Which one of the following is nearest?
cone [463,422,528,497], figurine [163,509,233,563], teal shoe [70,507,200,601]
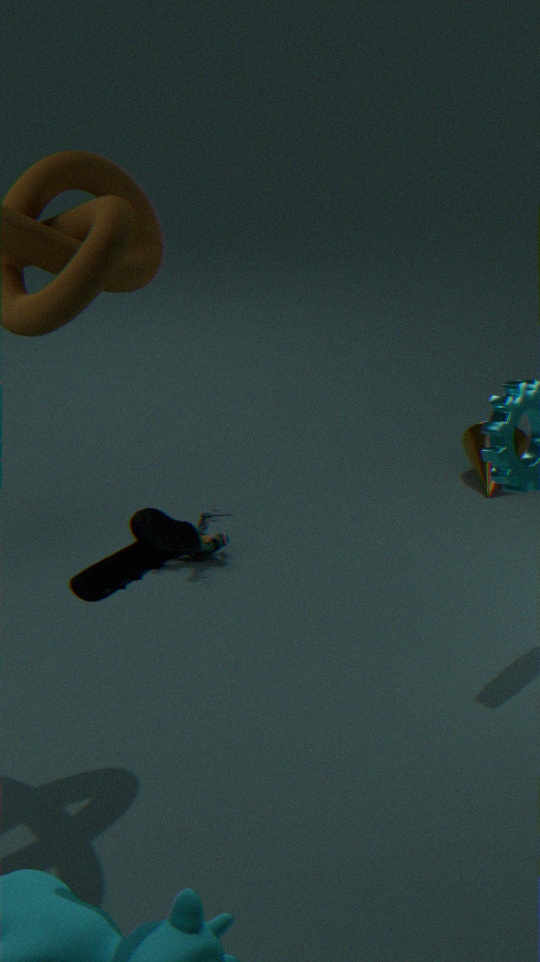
teal shoe [70,507,200,601]
